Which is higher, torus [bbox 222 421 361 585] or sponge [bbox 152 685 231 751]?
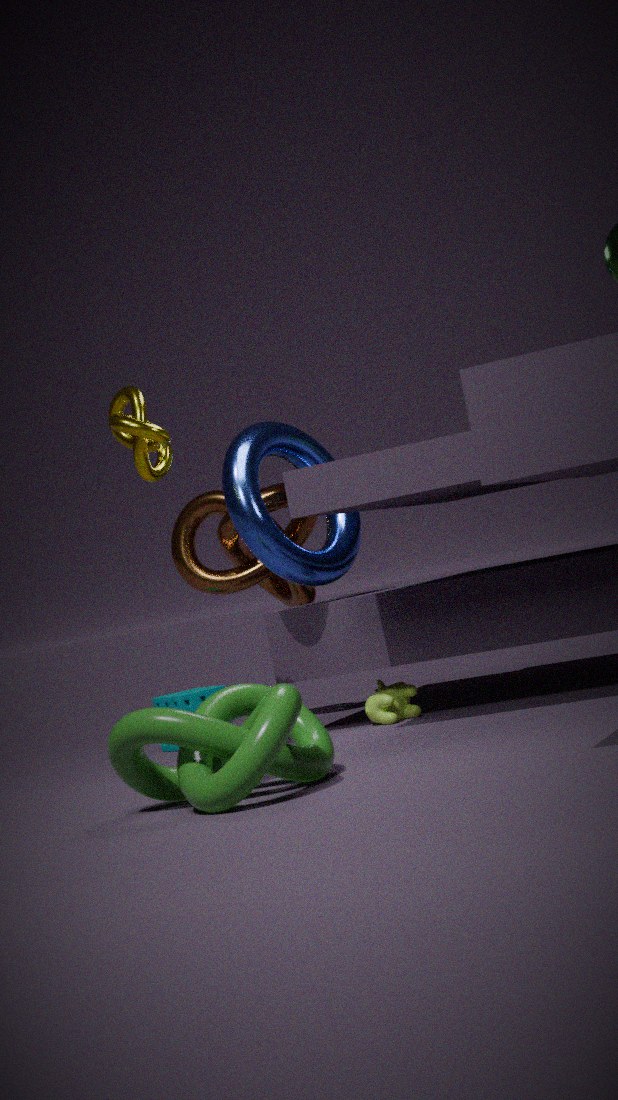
torus [bbox 222 421 361 585]
